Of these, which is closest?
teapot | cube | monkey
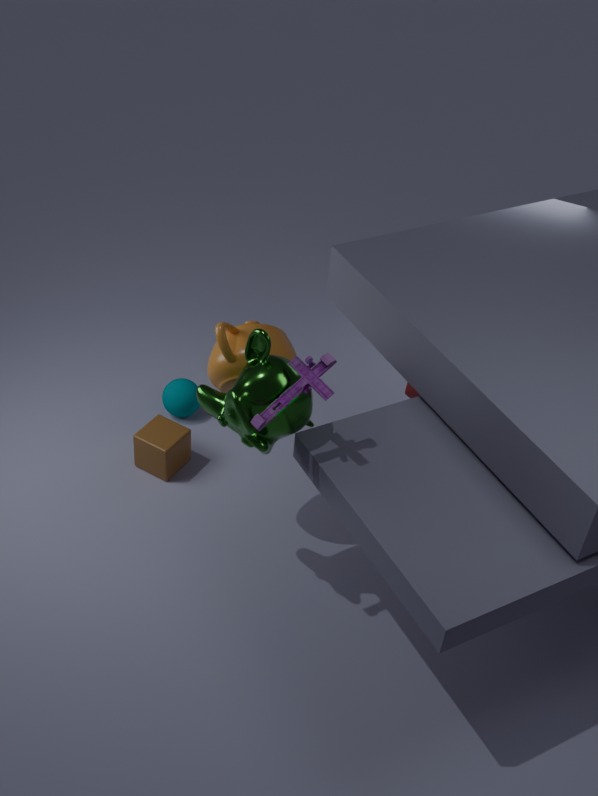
monkey
